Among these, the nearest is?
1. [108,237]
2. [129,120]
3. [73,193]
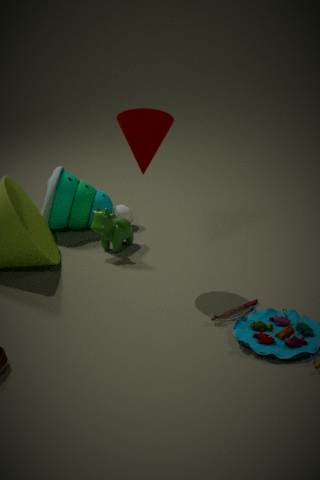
[129,120]
